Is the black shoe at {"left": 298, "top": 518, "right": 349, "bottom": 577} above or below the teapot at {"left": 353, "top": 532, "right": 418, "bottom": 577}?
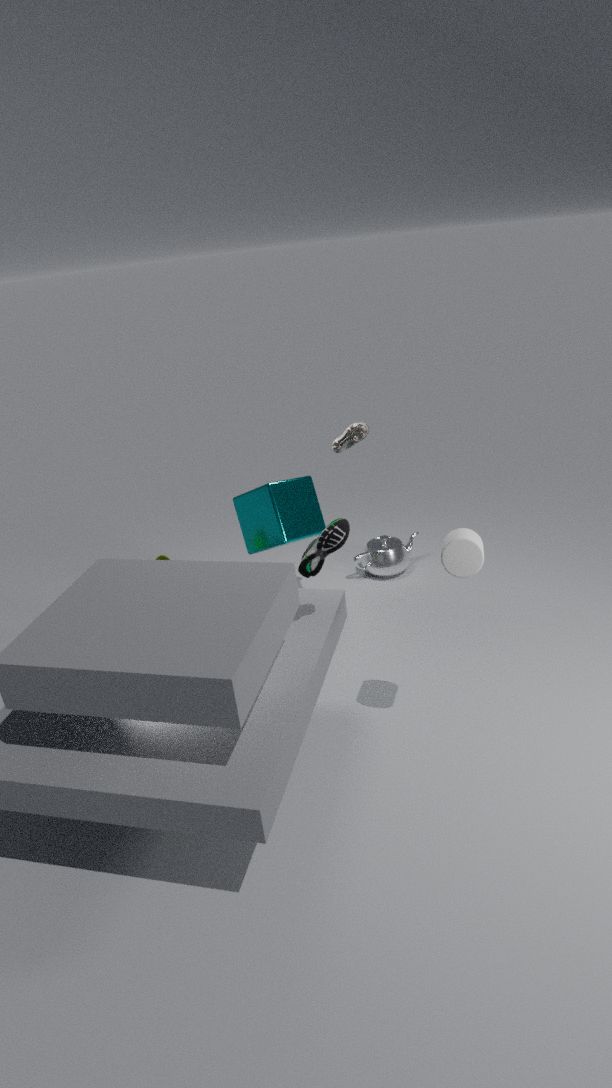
above
